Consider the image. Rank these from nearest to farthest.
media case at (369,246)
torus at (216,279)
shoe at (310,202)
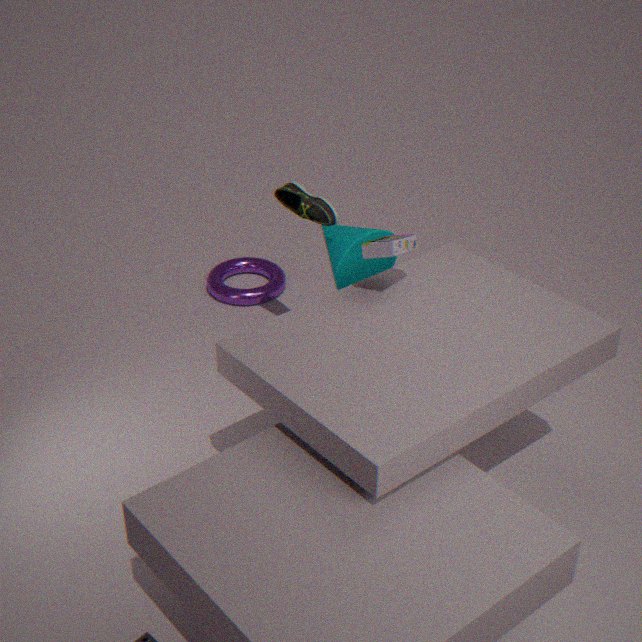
media case at (369,246) → shoe at (310,202) → torus at (216,279)
